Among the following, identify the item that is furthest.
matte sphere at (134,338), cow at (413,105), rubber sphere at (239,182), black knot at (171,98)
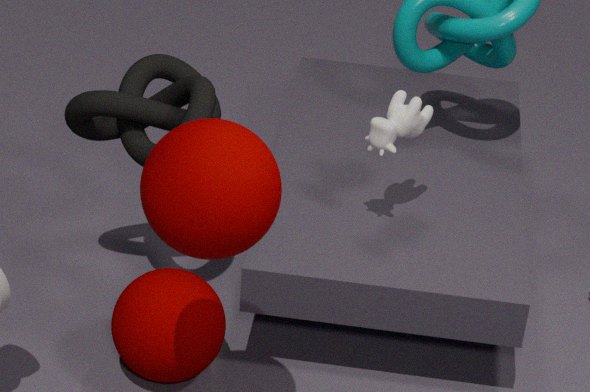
black knot at (171,98)
